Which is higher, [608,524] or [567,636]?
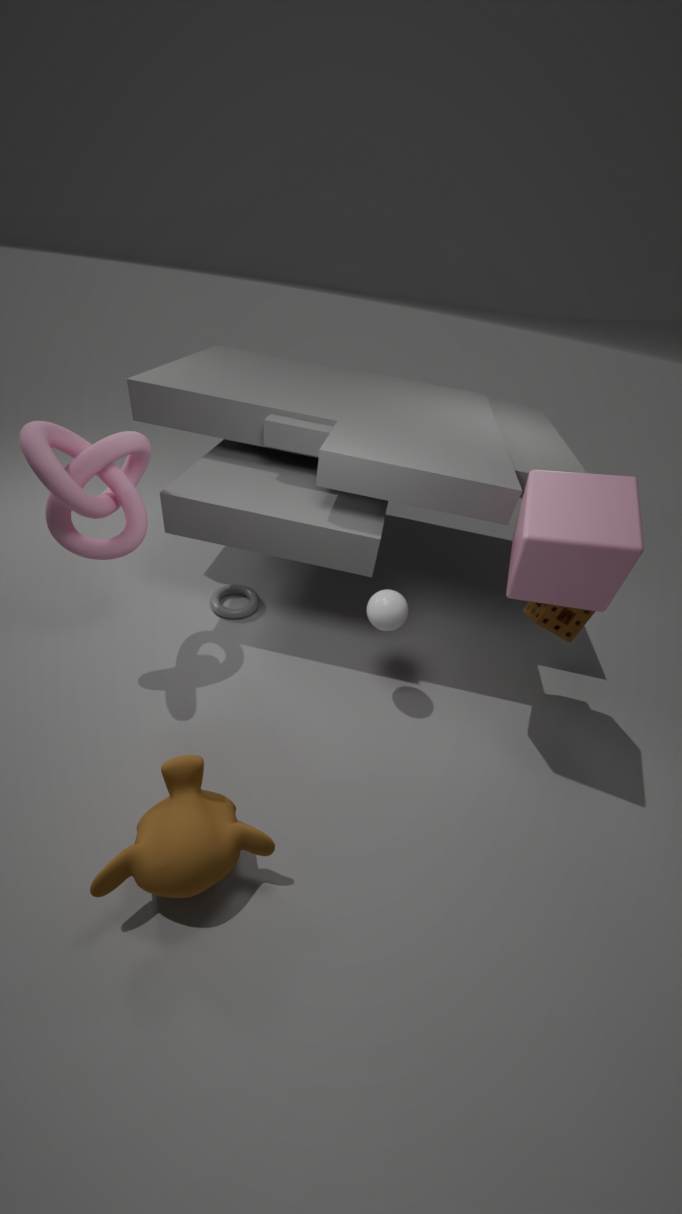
[608,524]
